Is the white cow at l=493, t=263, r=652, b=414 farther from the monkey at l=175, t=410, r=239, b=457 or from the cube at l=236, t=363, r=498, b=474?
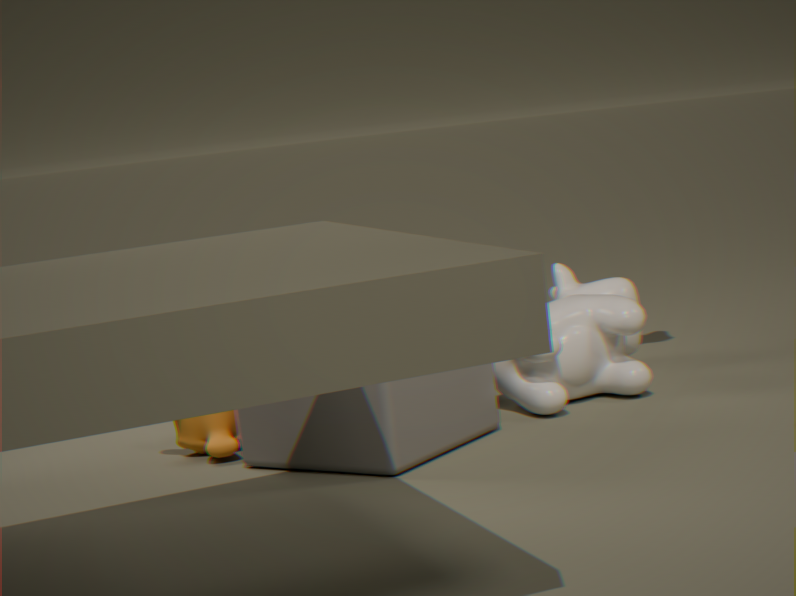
the monkey at l=175, t=410, r=239, b=457
